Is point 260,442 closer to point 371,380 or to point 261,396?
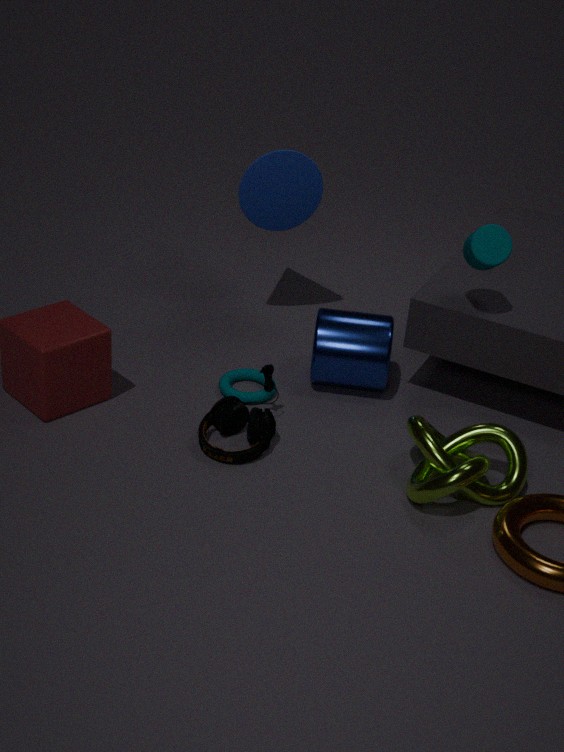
point 261,396
